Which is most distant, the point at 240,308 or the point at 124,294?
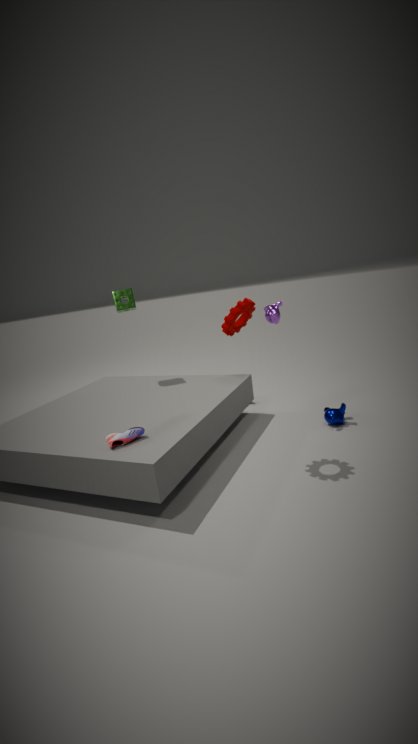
the point at 124,294
